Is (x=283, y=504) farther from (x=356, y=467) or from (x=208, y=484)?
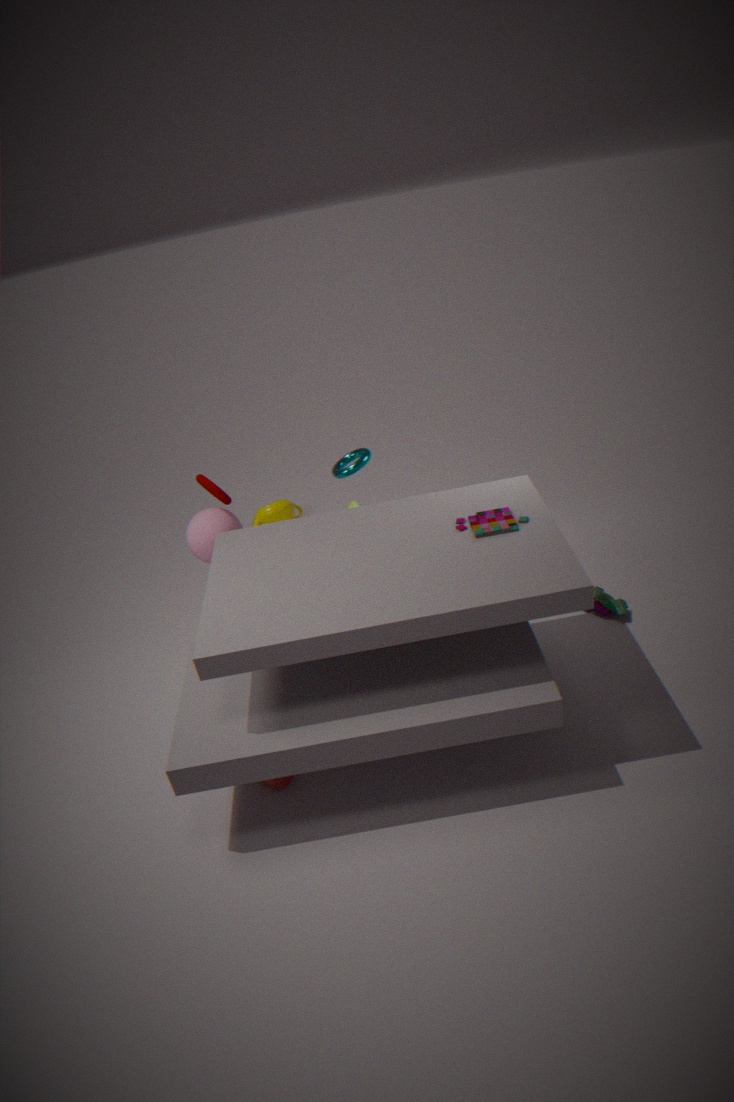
(x=356, y=467)
